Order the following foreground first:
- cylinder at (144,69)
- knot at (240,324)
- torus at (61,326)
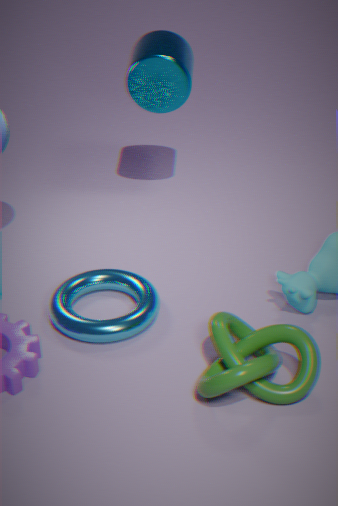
knot at (240,324), torus at (61,326), cylinder at (144,69)
